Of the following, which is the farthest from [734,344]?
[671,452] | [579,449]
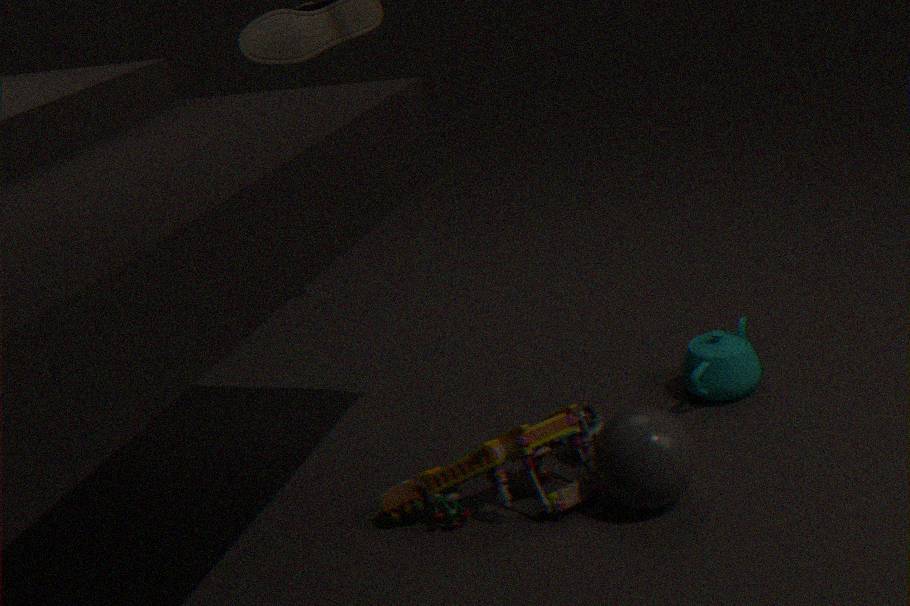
[579,449]
